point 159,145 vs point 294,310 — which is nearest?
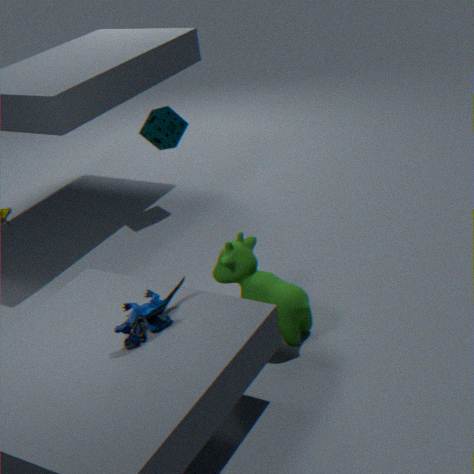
point 294,310
